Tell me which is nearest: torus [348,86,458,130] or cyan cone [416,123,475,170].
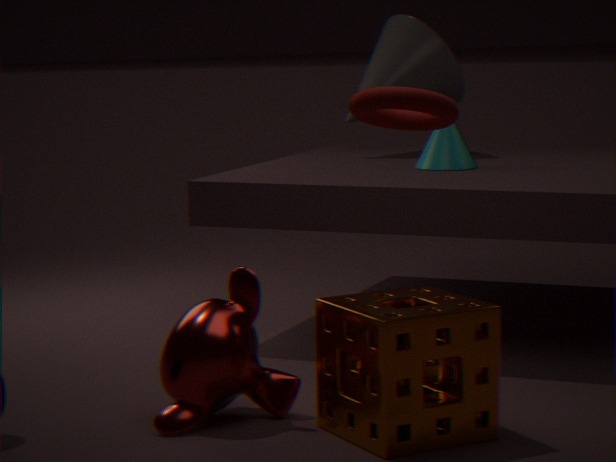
torus [348,86,458,130]
